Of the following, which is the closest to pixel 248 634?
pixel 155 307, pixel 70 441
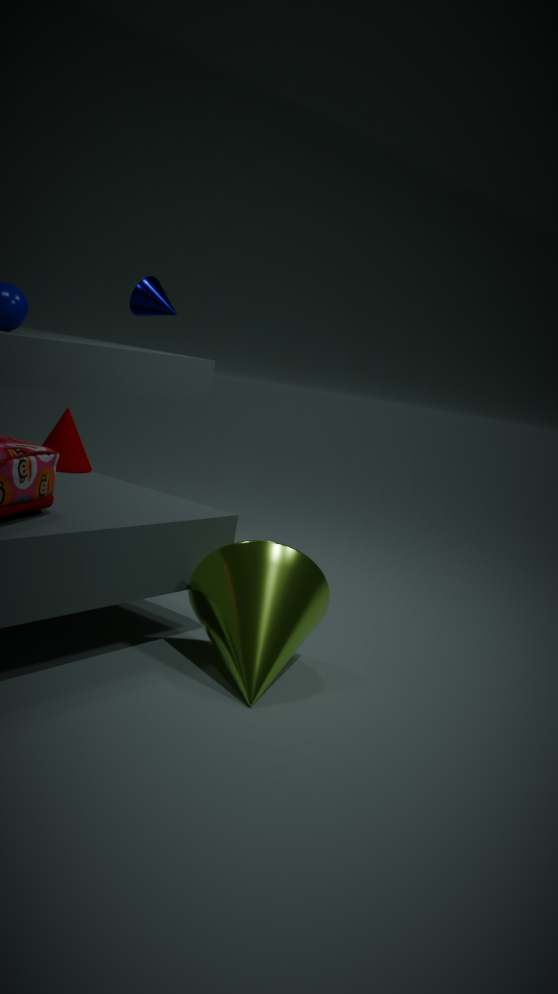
pixel 70 441
